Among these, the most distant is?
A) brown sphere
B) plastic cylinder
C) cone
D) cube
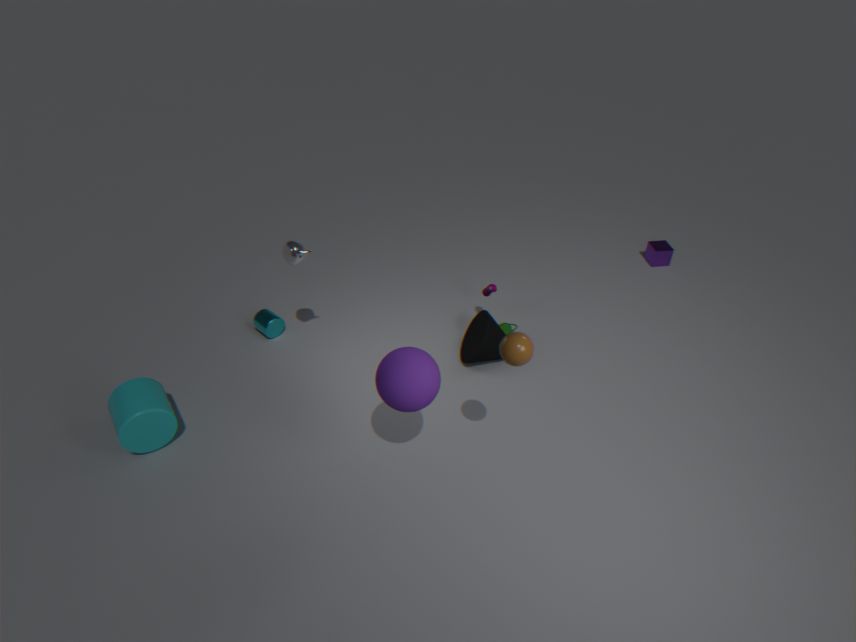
cube
